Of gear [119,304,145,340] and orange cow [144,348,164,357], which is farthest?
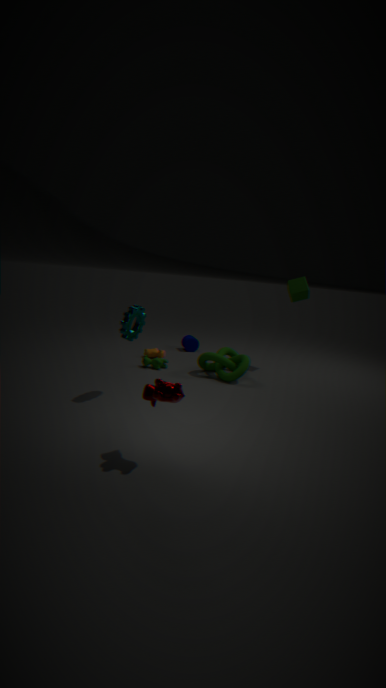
orange cow [144,348,164,357]
